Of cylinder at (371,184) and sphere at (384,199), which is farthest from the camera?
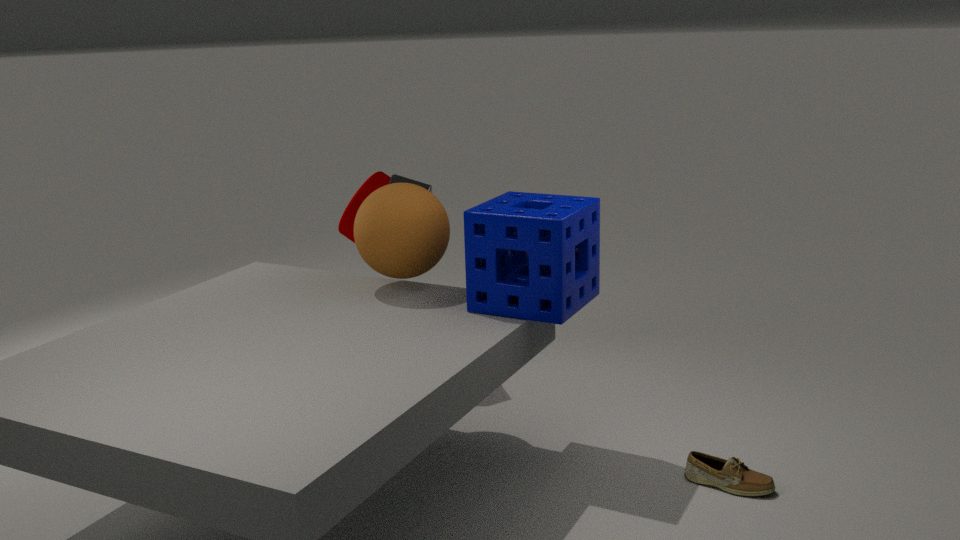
cylinder at (371,184)
